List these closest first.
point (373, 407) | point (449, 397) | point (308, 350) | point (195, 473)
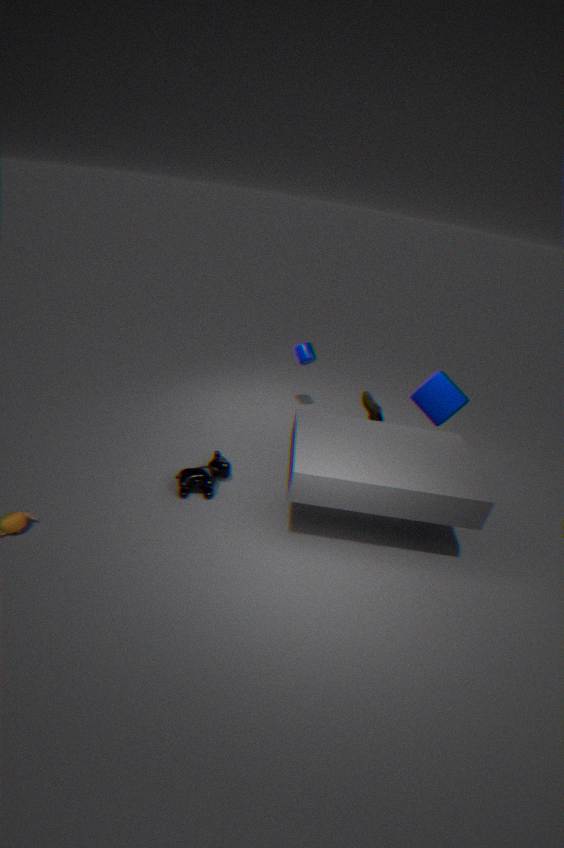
point (195, 473)
point (449, 397)
point (373, 407)
point (308, 350)
